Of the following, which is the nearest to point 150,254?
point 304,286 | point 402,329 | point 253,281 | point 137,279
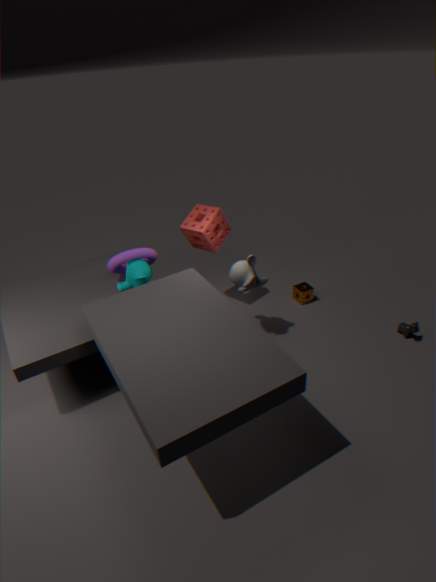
point 137,279
